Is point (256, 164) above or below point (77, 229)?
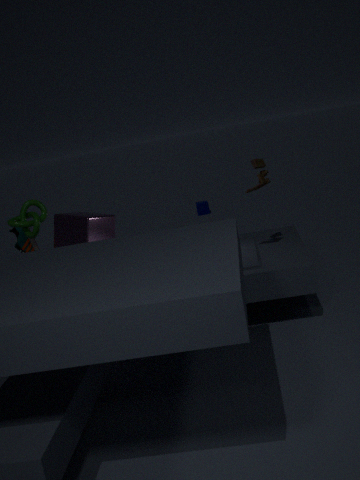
above
